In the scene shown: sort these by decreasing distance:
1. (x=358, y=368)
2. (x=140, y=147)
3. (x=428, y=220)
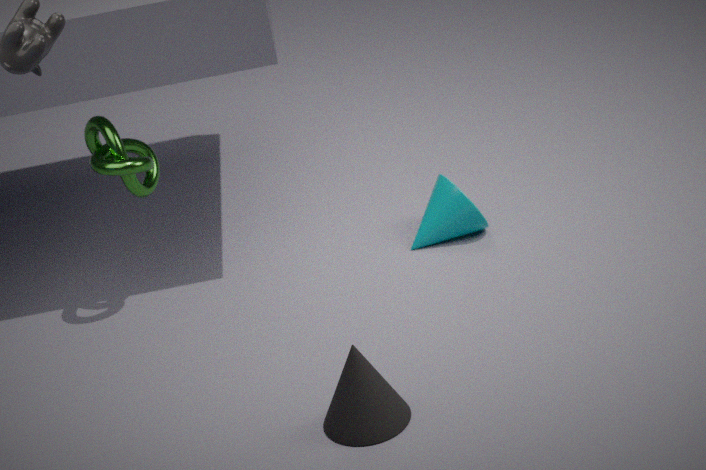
(x=428, y=220), (x=140, y=147), (x=358, y=368)
